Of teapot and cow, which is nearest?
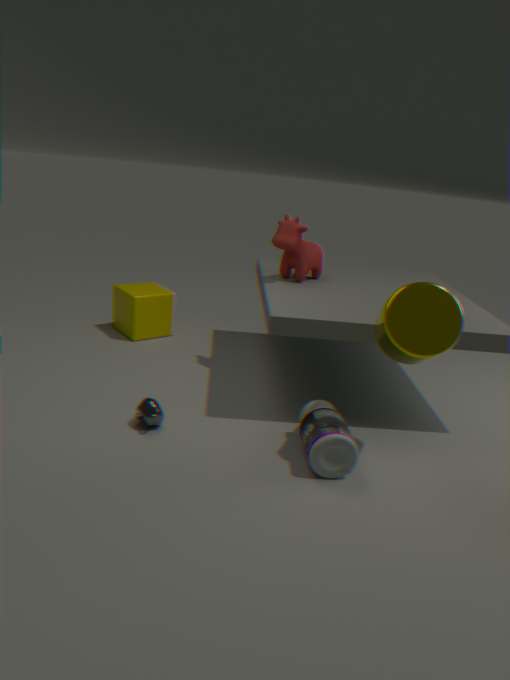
teapot
